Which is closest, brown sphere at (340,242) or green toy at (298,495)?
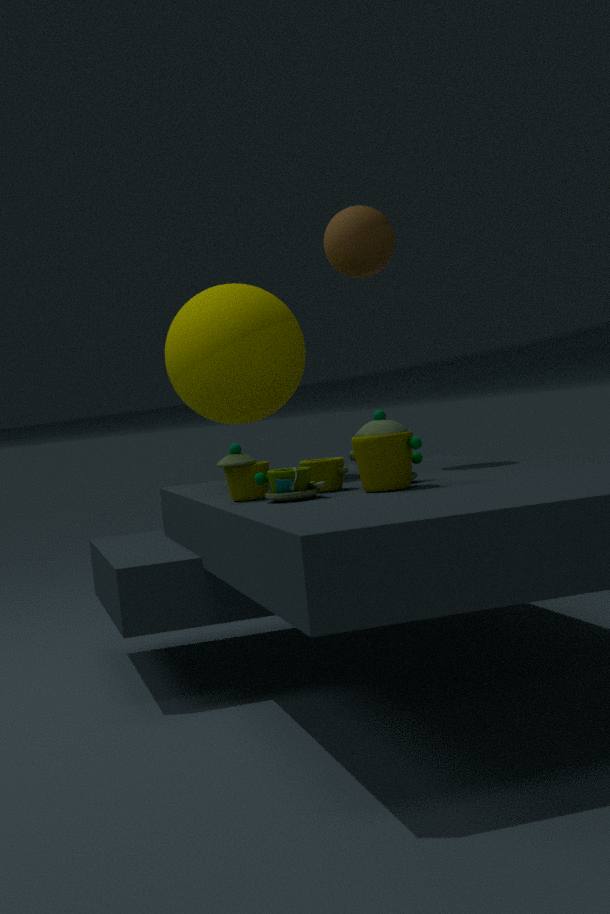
green toy at (298,495)
